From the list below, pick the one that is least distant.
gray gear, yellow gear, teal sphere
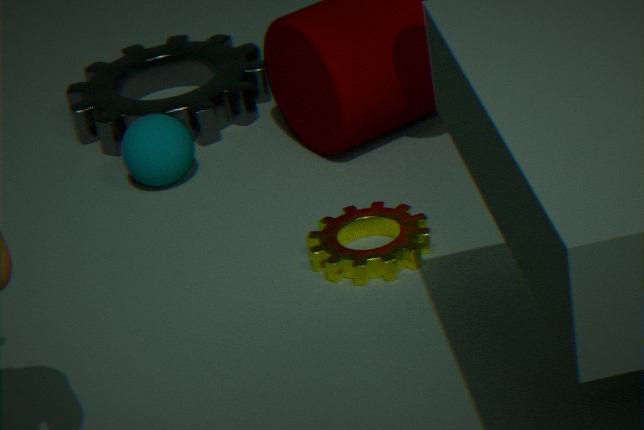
yellow gear
